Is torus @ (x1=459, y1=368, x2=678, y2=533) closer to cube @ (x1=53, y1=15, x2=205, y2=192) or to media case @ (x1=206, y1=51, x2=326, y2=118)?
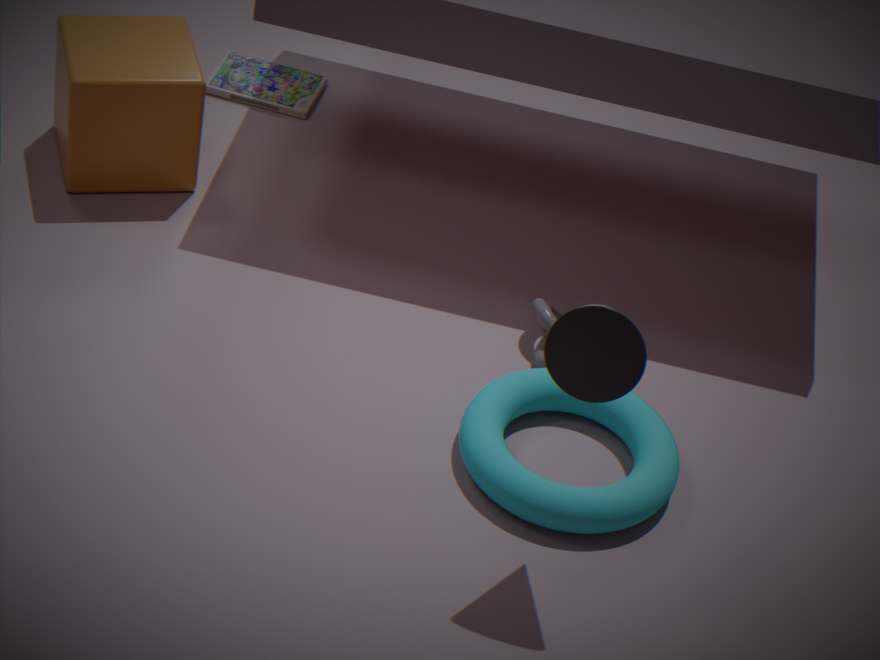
cube @ (x1=53, y1=15, x2=205, y2=192)
